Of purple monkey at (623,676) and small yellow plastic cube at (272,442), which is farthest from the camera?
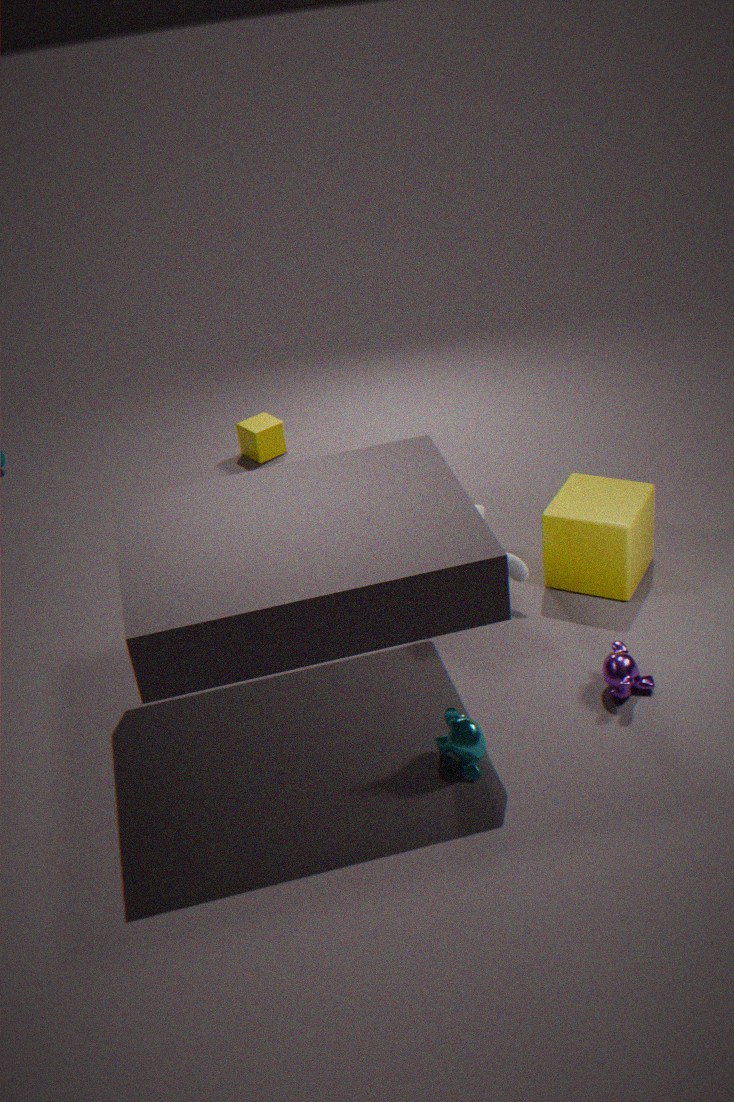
small yellow plastic cube at (272,442)
